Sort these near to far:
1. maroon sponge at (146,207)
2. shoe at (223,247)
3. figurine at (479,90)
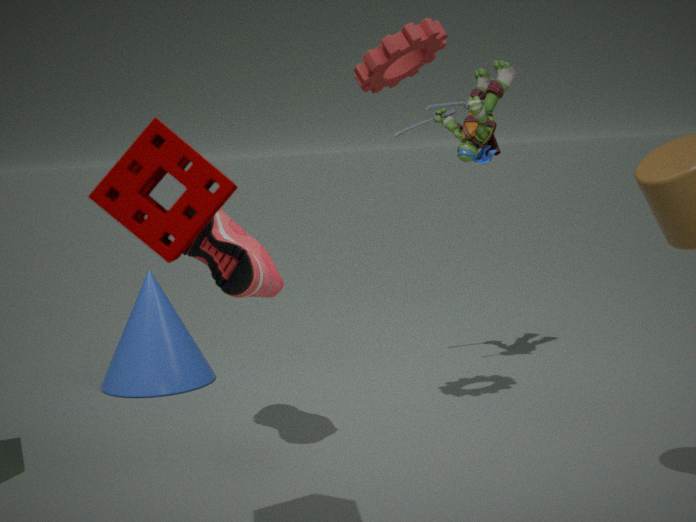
maroon sponge at (146,207)
shoe at (223,247)
figurine at (479,90)
